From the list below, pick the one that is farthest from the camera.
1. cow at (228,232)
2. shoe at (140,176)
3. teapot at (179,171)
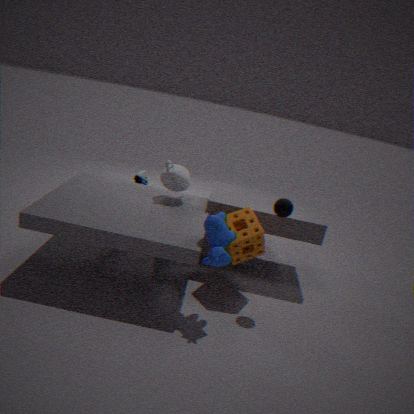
shoe at (140,176)
